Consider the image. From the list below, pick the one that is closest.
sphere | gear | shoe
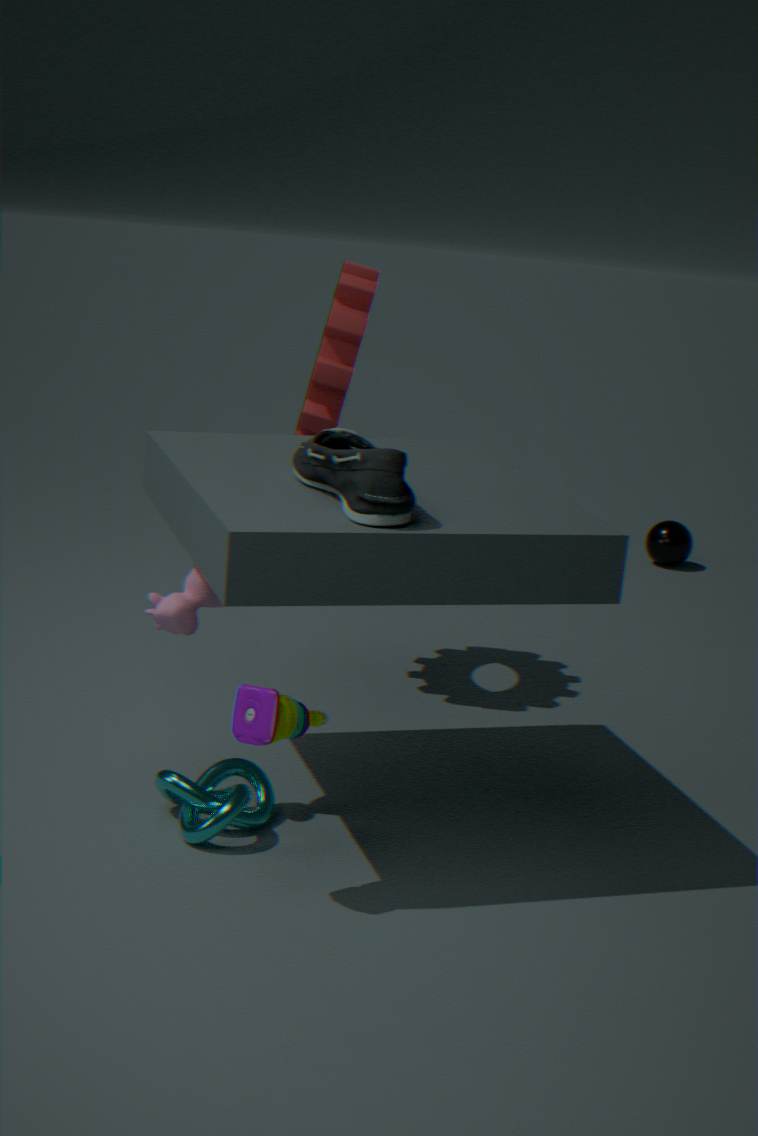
shoe
